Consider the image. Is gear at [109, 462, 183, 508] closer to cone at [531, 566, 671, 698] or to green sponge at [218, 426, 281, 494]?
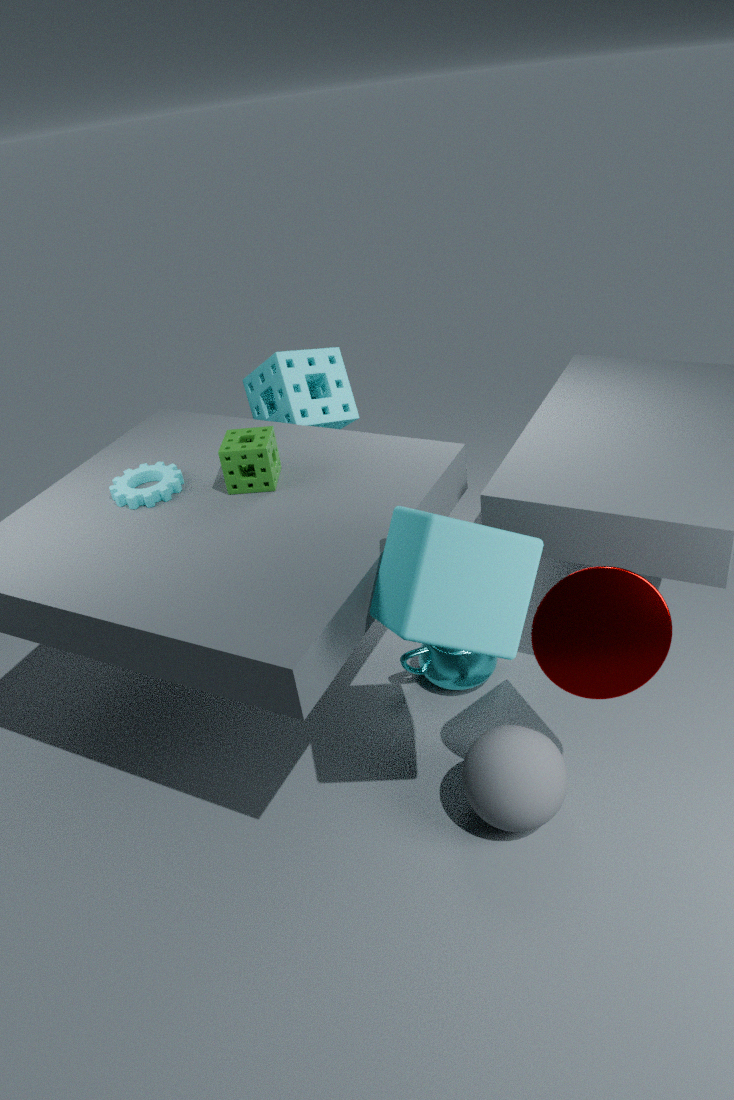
green sponge at [218, 426, 281, 494]
